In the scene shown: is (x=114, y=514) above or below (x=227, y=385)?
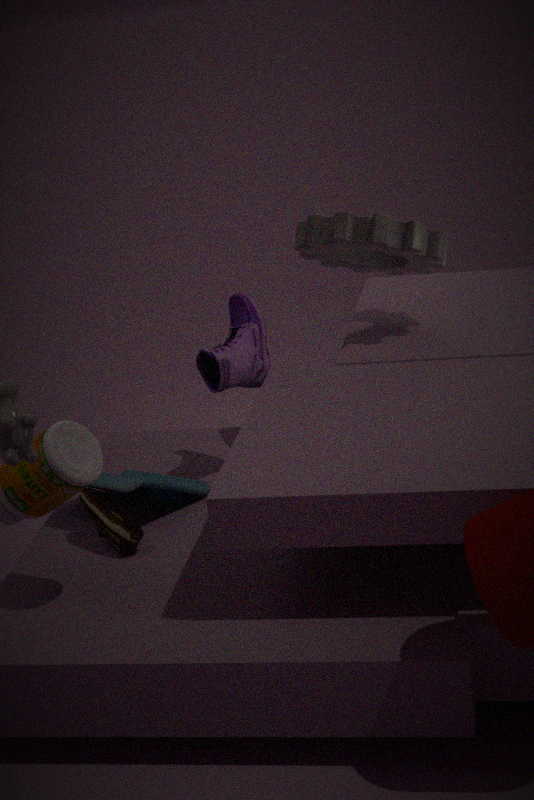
below
